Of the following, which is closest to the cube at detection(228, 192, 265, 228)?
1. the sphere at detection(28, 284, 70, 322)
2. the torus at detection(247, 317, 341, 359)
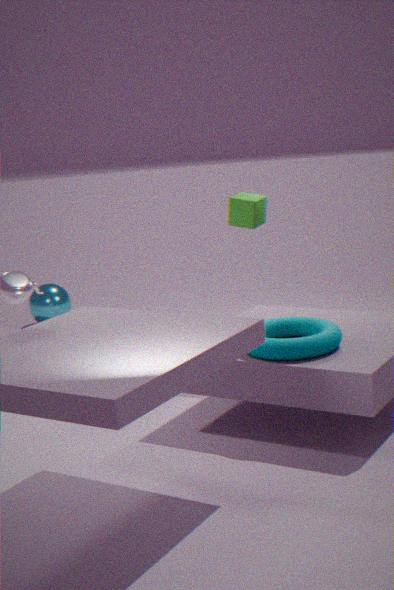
the torus at detection(247, 317, 341, 359)
